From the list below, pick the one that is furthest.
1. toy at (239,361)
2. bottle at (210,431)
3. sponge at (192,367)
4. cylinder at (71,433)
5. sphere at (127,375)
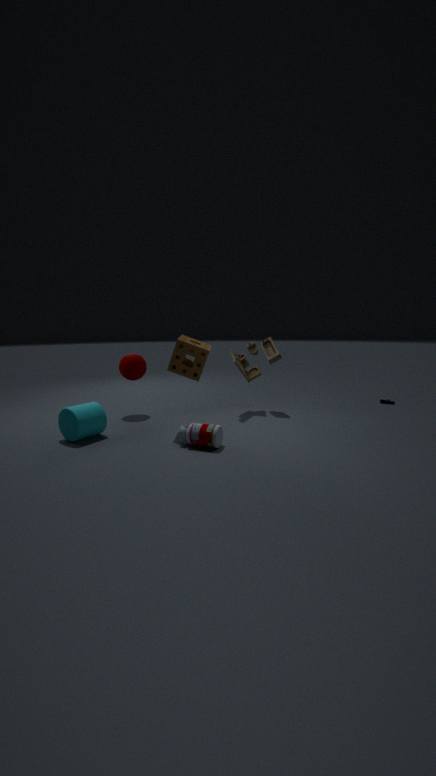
toy at (239,361)
